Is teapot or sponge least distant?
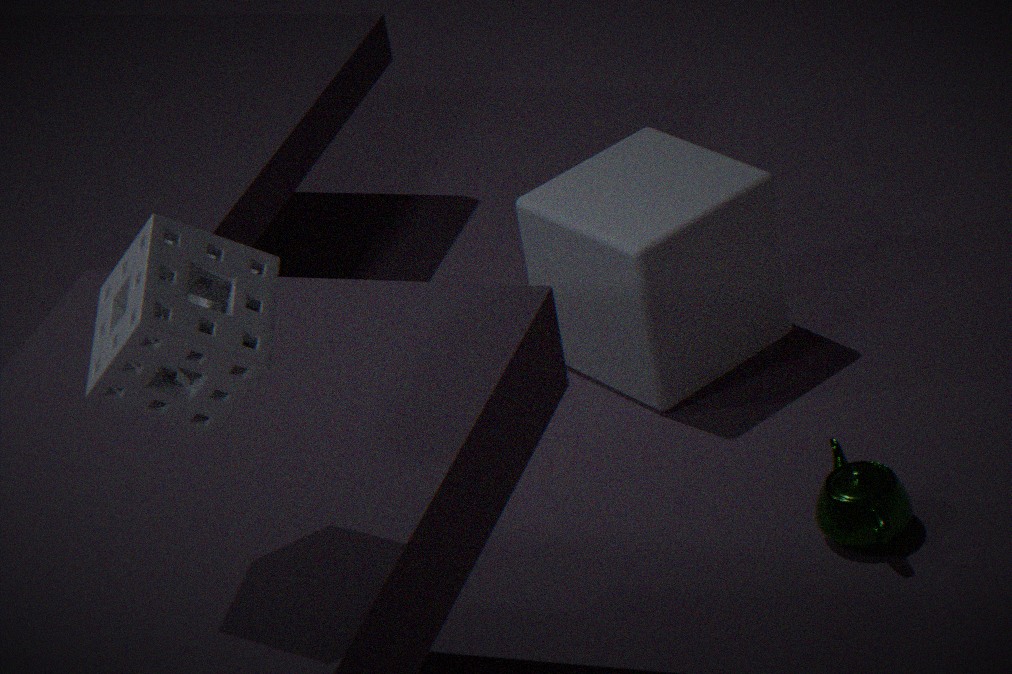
sponge
